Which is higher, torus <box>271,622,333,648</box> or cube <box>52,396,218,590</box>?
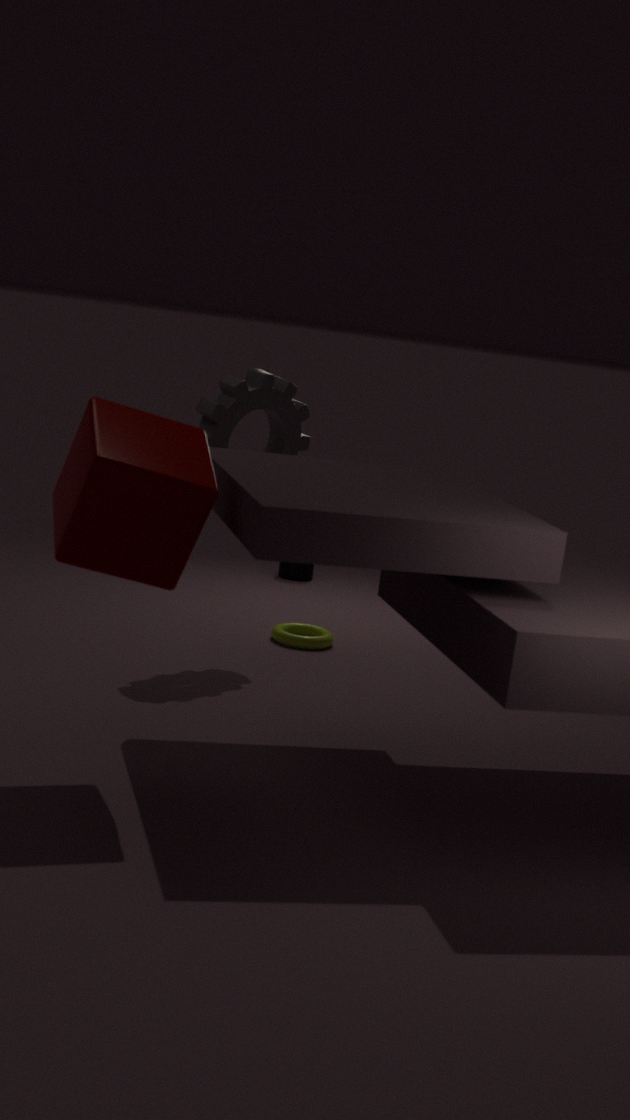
cube <box>52,396,218,590</box>
